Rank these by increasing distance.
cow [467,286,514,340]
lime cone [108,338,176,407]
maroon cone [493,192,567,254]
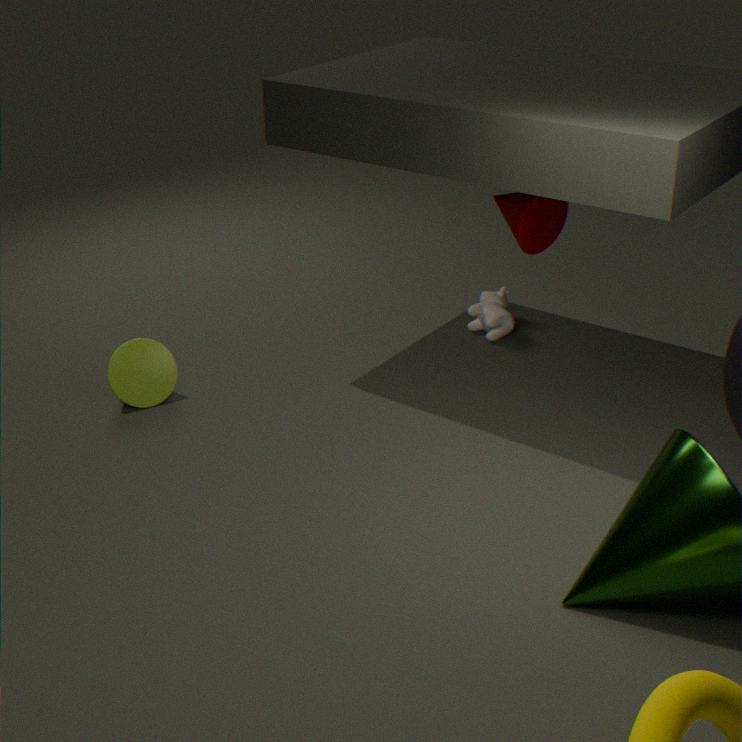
maroon cone [493,192,567,254] → lime cone [108,338,176,407] → cow [467,286,514,340]
